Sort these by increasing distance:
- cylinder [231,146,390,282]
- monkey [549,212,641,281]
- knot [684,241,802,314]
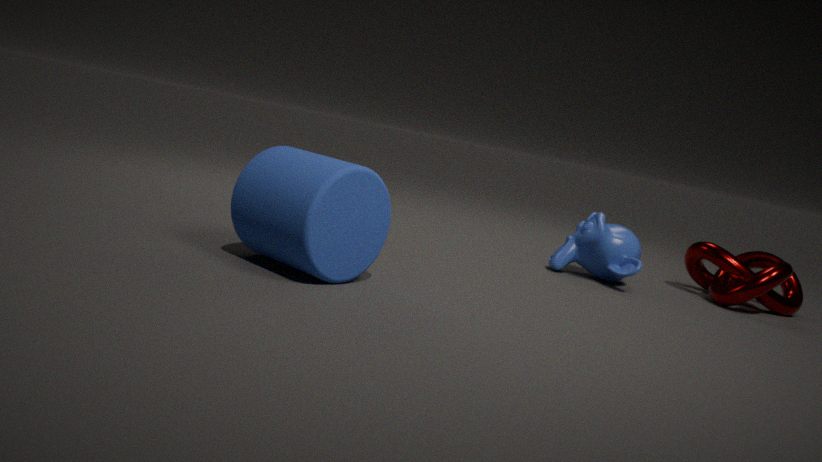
cylinder [231,146,390,282]
knot [684,241,802,314]
monkey [549,212,641,281]
